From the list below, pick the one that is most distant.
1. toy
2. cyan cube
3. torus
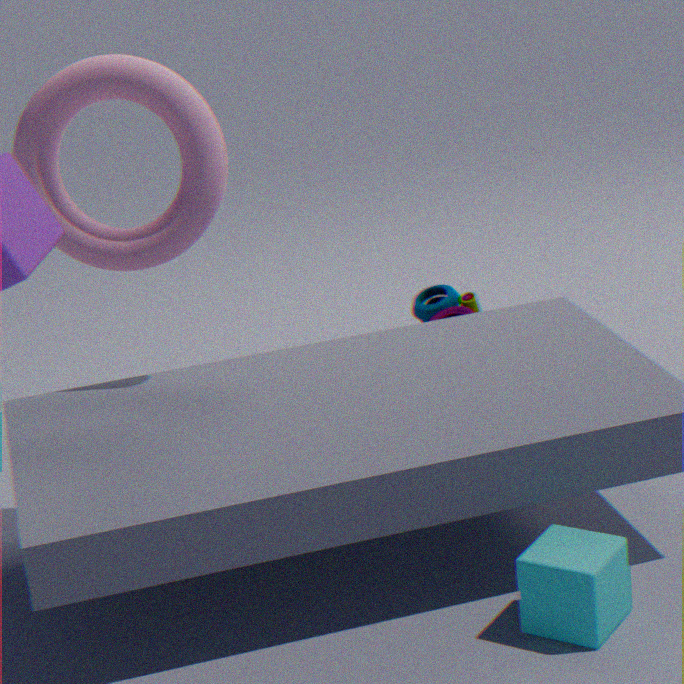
toy
